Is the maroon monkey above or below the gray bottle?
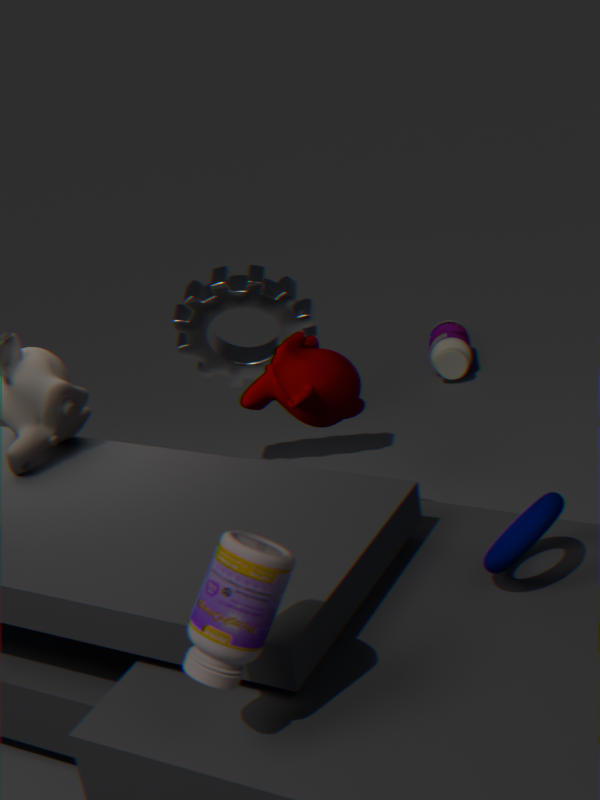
above
